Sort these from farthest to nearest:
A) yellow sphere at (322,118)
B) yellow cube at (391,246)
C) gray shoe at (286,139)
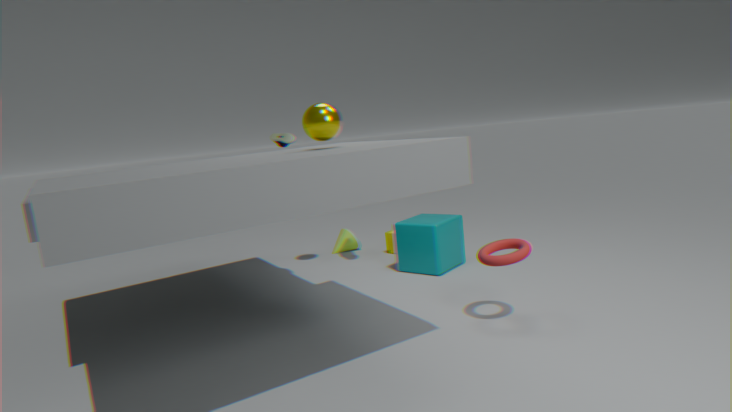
yellow cube at (391,246) → gray shoe at (286,139) → yellow sphere at (322,118)
